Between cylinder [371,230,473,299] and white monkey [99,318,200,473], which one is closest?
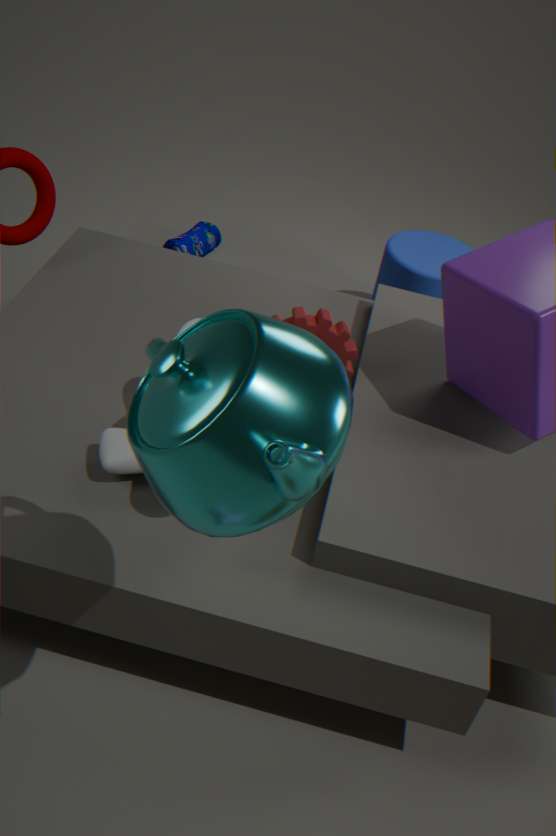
white monkey [99,318,200,473]
